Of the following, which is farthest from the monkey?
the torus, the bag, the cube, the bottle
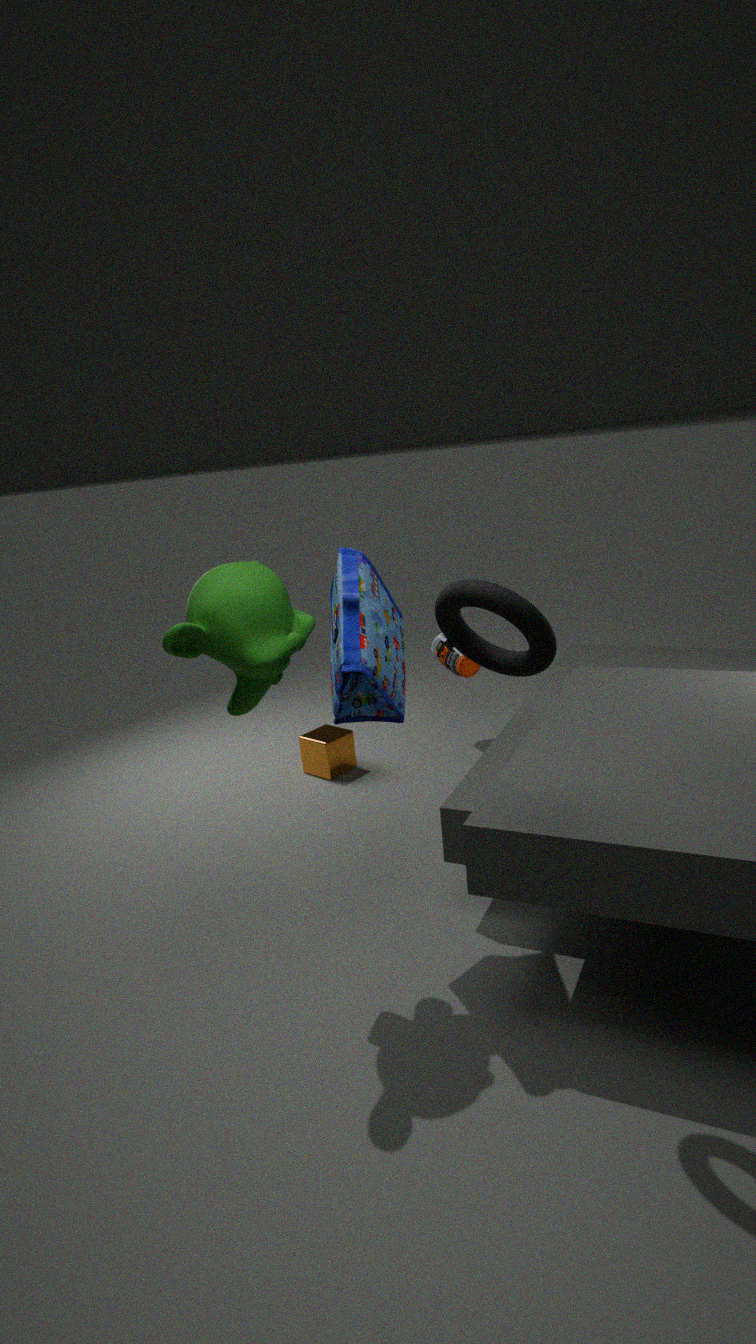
the bottle
